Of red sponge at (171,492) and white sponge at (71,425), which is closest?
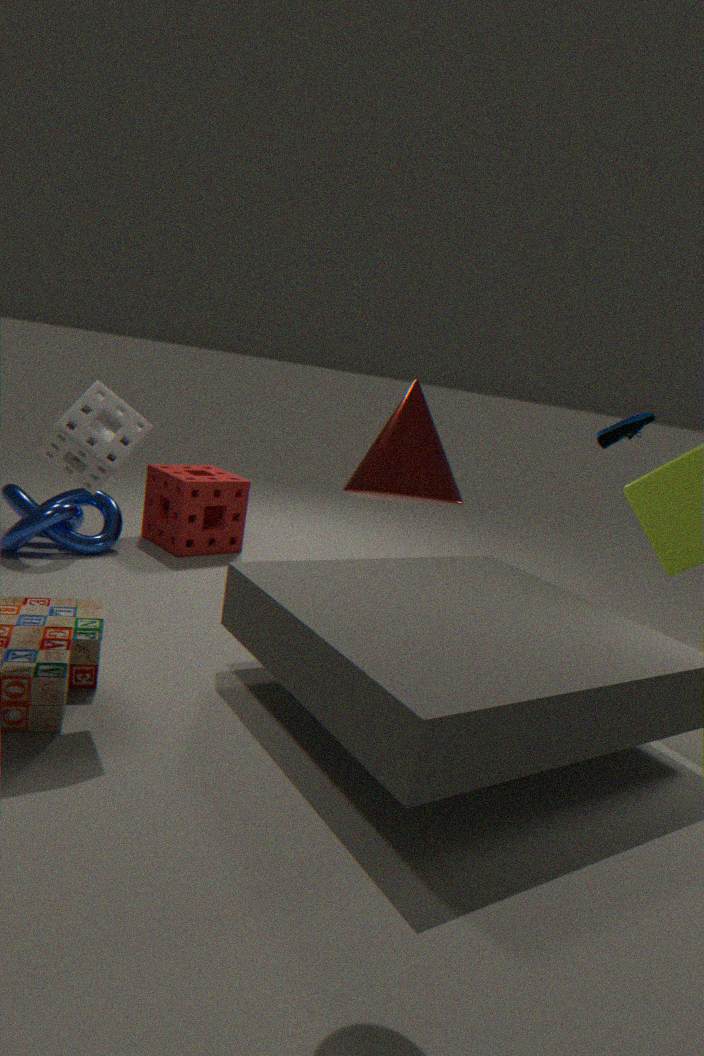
white sponge at (71,425)
